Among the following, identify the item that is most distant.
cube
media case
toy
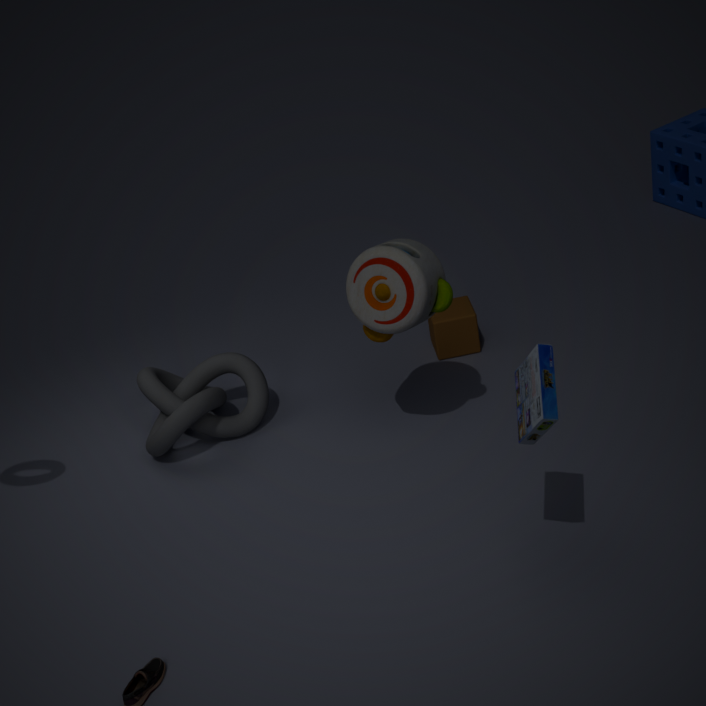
cube
